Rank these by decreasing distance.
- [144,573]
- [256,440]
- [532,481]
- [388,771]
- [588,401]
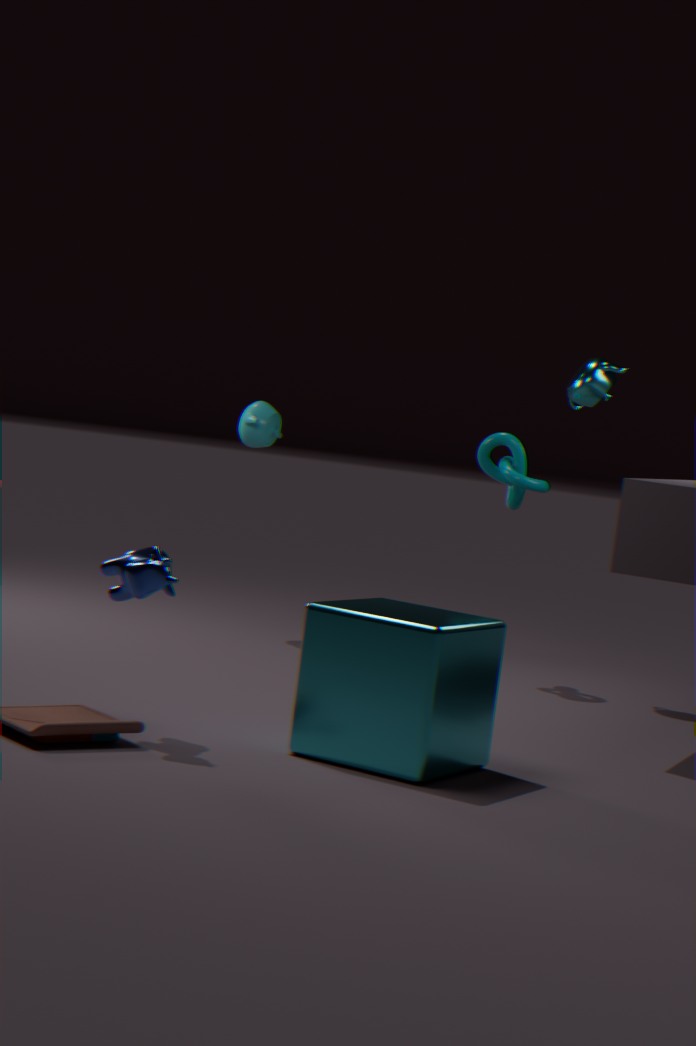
[256,440], [588,401], [532,481], [144,573], [388,771]
